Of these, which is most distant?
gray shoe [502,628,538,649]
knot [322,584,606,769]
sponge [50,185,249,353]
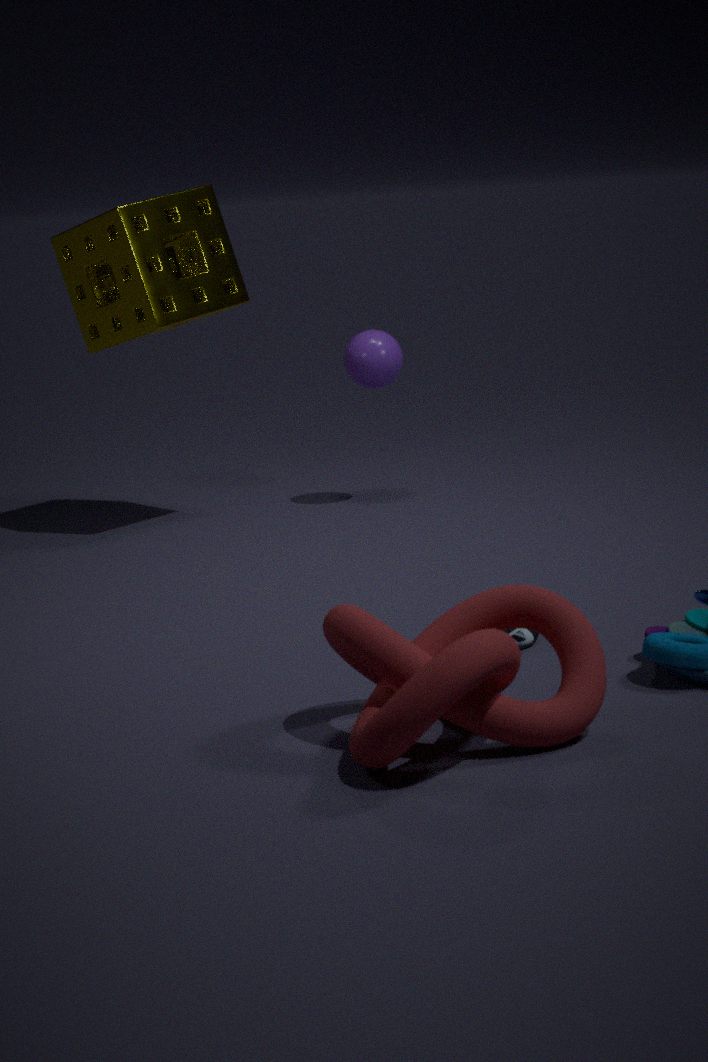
sponge [50,185,249,353]
